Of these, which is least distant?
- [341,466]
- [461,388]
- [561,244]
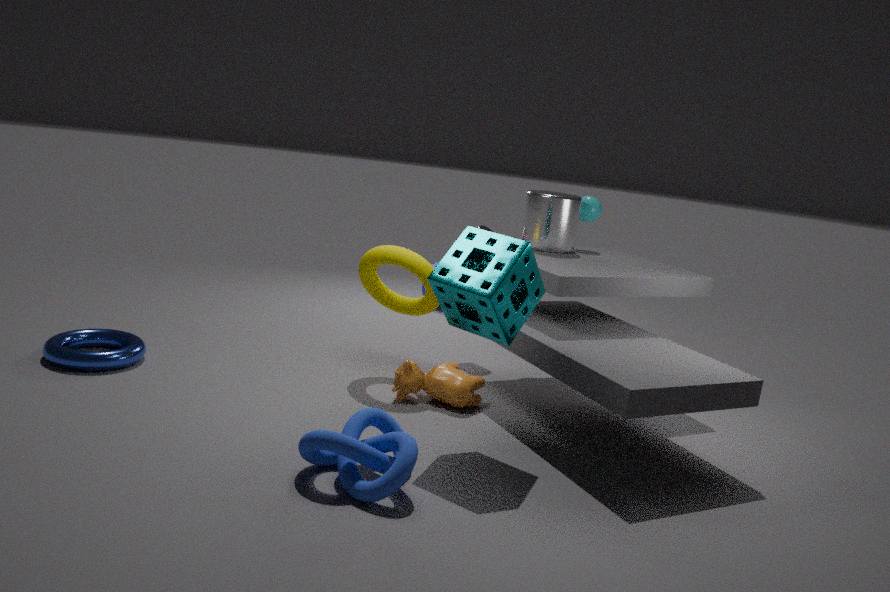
[341,466]
